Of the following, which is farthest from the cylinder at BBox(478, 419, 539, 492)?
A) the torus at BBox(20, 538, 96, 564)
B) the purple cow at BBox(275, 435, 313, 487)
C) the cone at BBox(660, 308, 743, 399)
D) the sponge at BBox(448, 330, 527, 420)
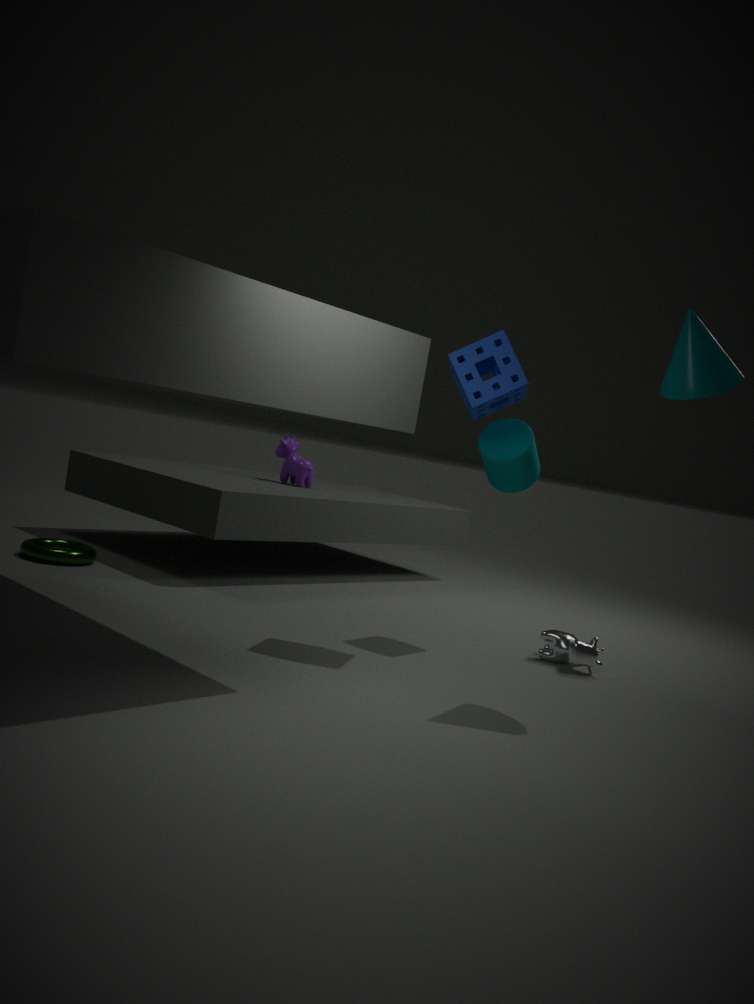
the torus at BBox(20, 538, 96, 564)
